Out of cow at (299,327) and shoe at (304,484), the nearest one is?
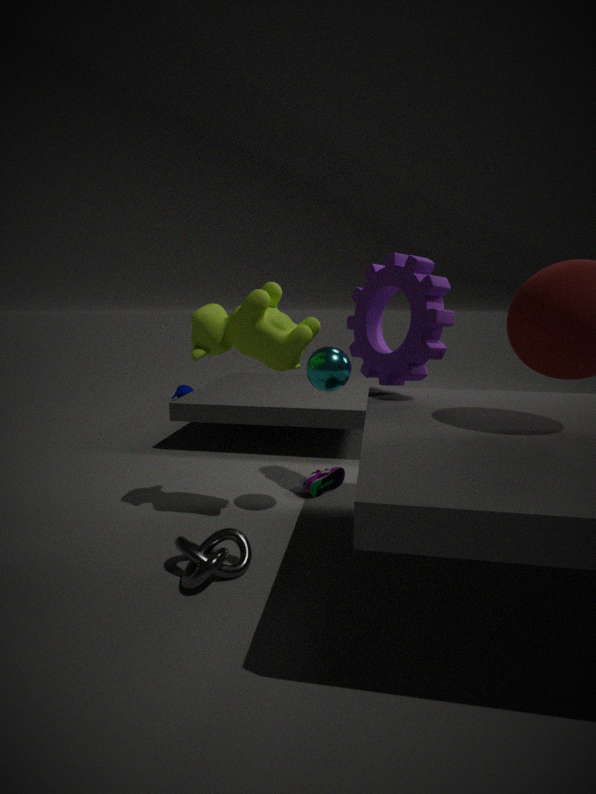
cow at (299,327)
